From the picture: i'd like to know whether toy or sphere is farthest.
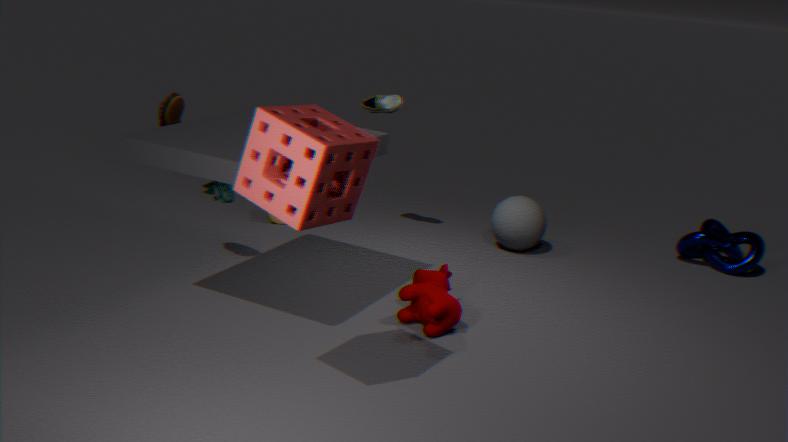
sphere
